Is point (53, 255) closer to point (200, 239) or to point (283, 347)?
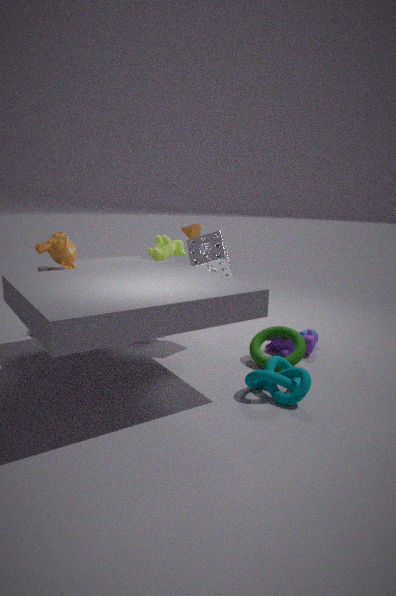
point (200, 239)
